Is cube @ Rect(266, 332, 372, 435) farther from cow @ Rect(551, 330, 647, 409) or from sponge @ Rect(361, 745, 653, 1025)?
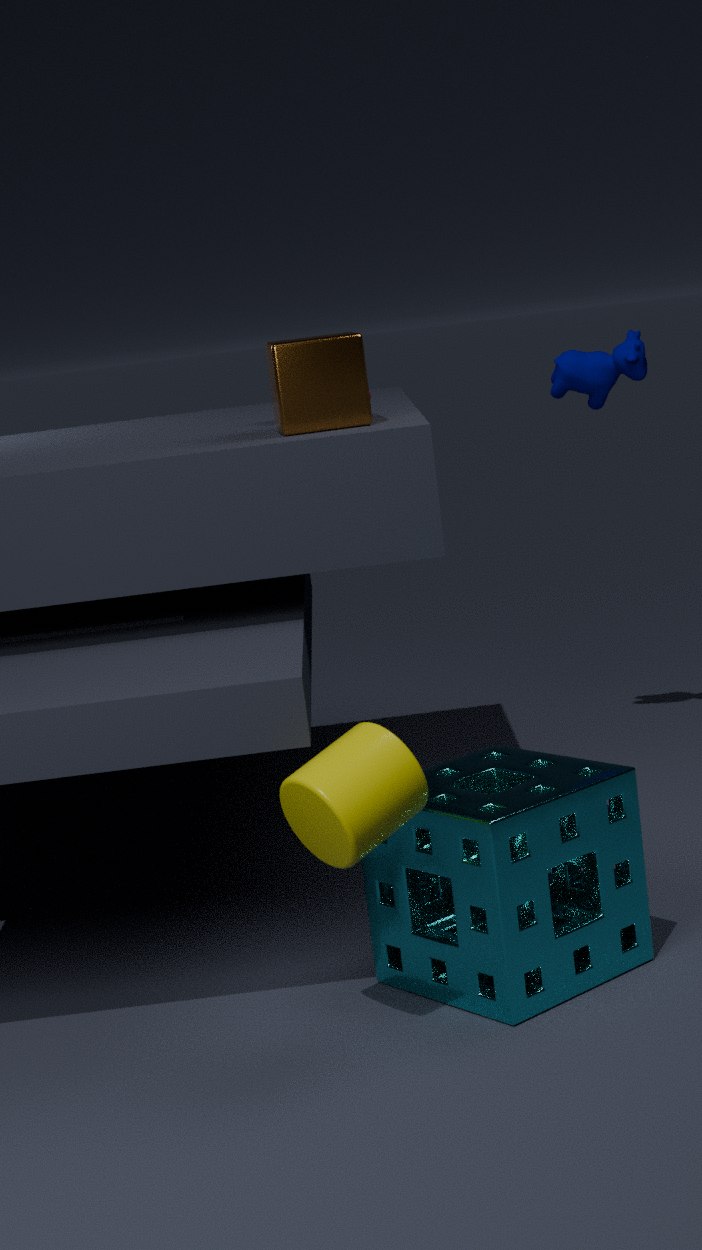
cow @ Rect(551, 330, 647, 409)
